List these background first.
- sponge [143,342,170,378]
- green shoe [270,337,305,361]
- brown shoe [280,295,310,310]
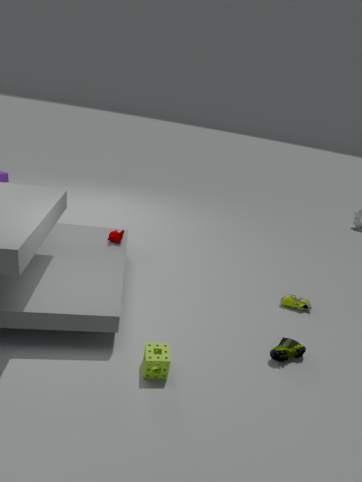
brown shoe [280,295,310,310] < green shoe [270,337,305,361] < sponge [143,342,170,378]
